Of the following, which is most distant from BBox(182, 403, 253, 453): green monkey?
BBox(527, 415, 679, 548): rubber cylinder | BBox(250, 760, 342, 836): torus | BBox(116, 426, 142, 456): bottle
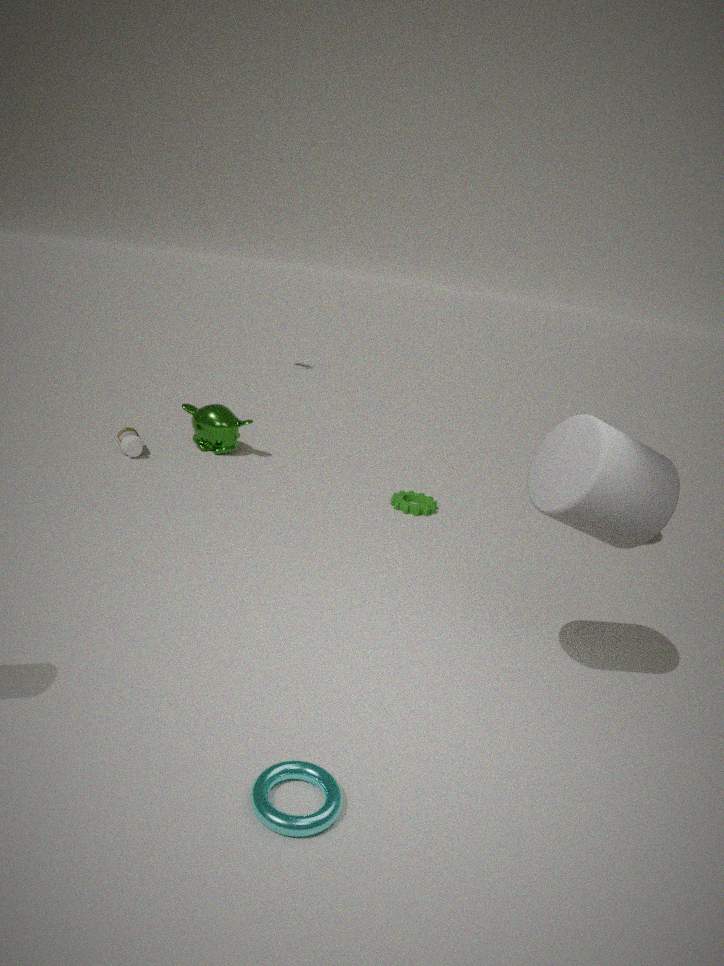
BBox(250, 760, 342, 836): torus
